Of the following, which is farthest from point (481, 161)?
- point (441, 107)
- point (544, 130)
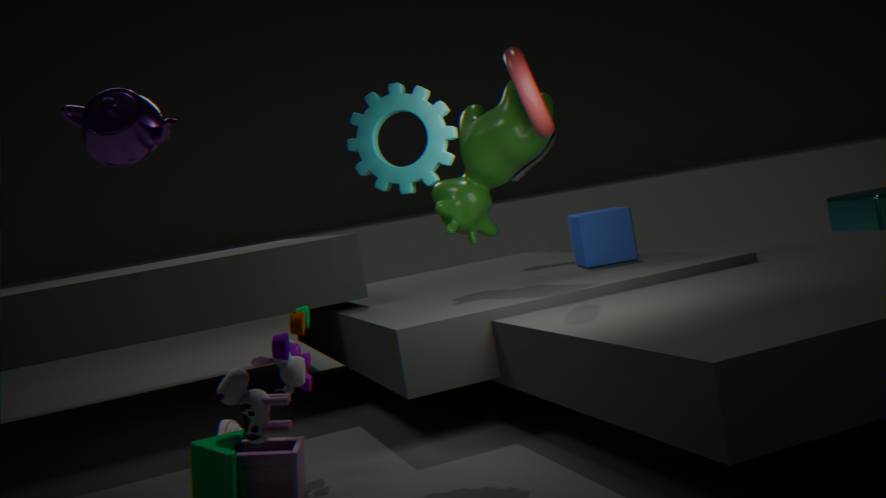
point (441, 107)
